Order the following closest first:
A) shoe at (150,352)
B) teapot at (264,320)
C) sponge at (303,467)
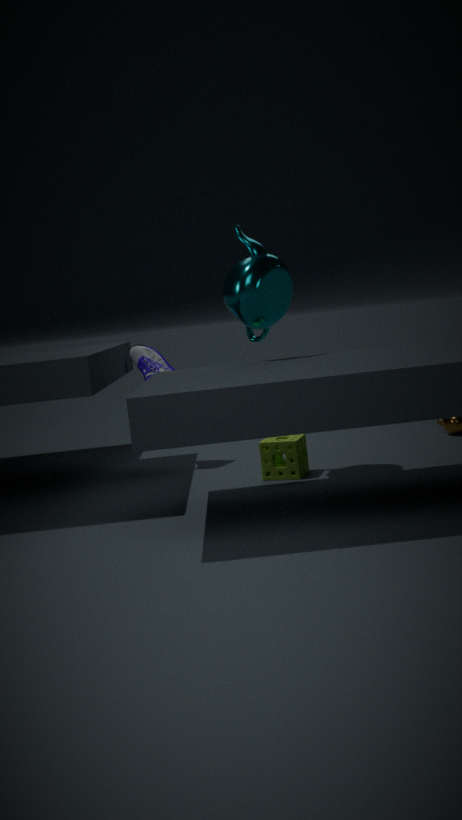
teapot at (264,320) → sponge at (303,467) → shoe at (150,352)
